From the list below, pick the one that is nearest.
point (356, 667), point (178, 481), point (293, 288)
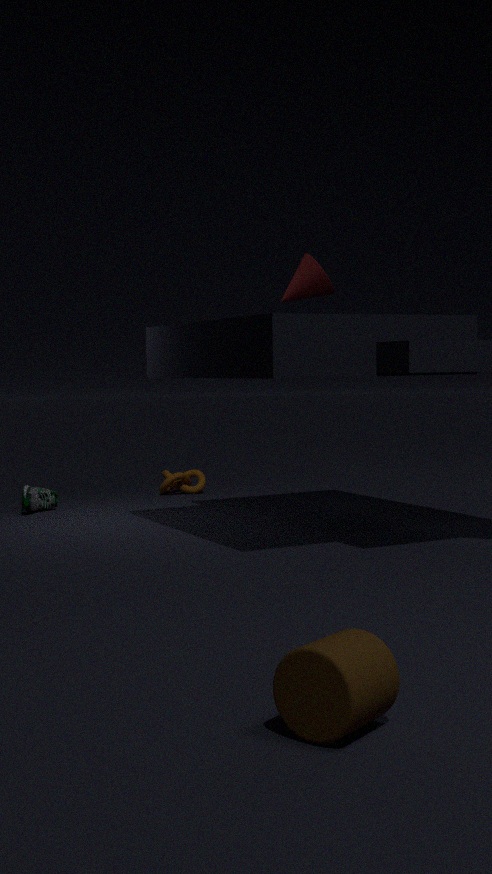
point (356, 667)
